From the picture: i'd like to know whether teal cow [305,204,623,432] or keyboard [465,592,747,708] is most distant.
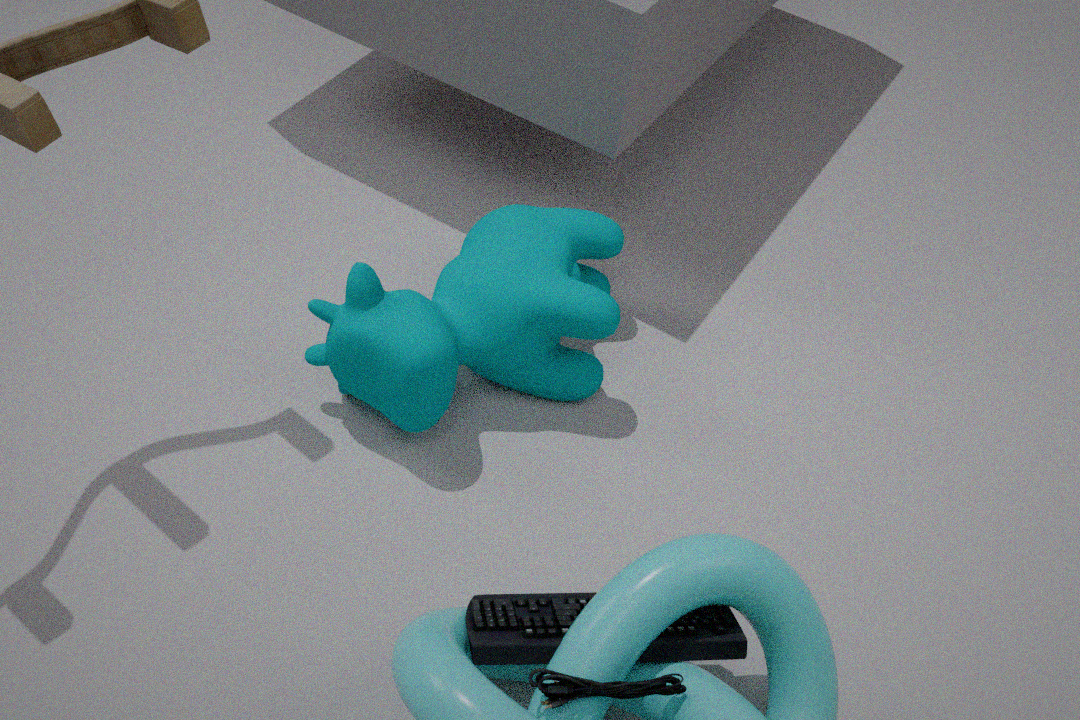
teal cow [305,204,623,432]
